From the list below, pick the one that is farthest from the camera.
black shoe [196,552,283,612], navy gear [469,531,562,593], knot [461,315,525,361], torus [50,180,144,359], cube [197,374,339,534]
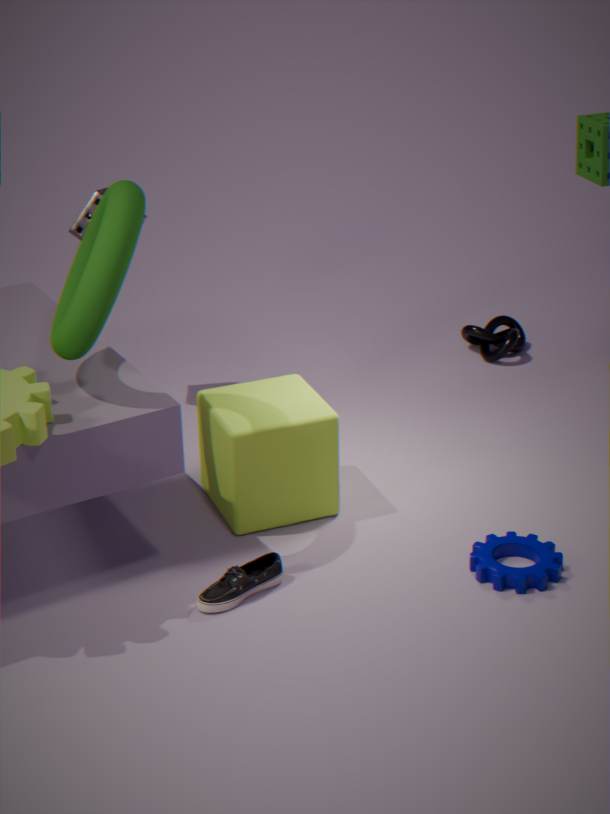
knot [461,315,525,361]
